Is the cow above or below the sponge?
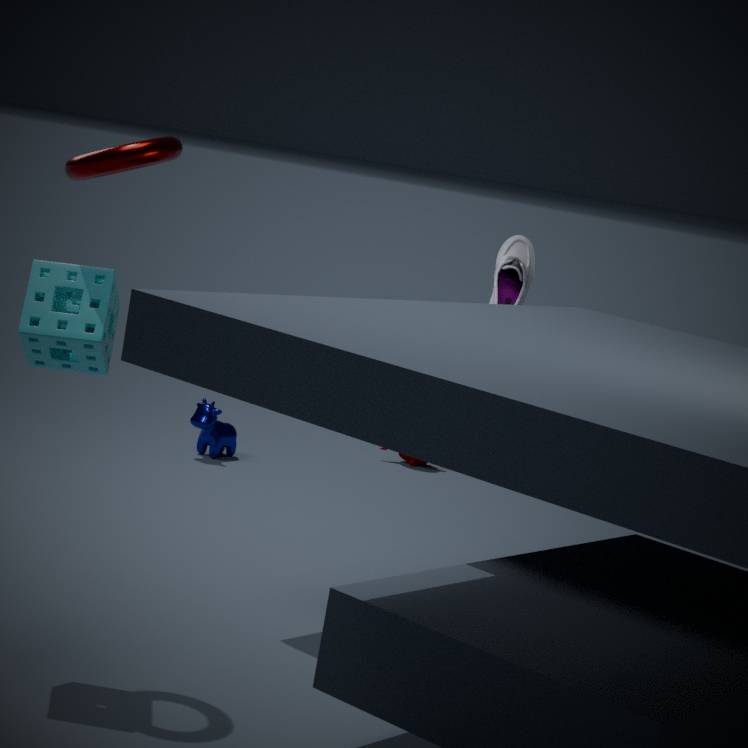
below
